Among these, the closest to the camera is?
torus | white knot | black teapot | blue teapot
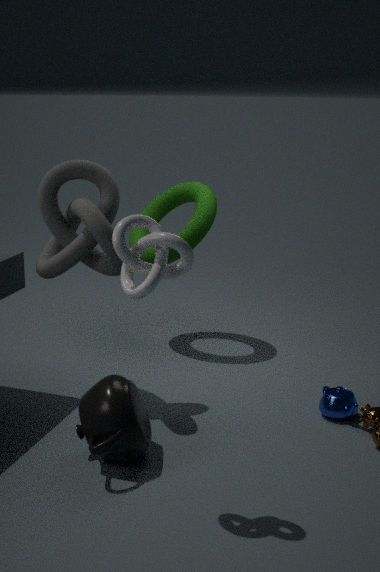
white knot
